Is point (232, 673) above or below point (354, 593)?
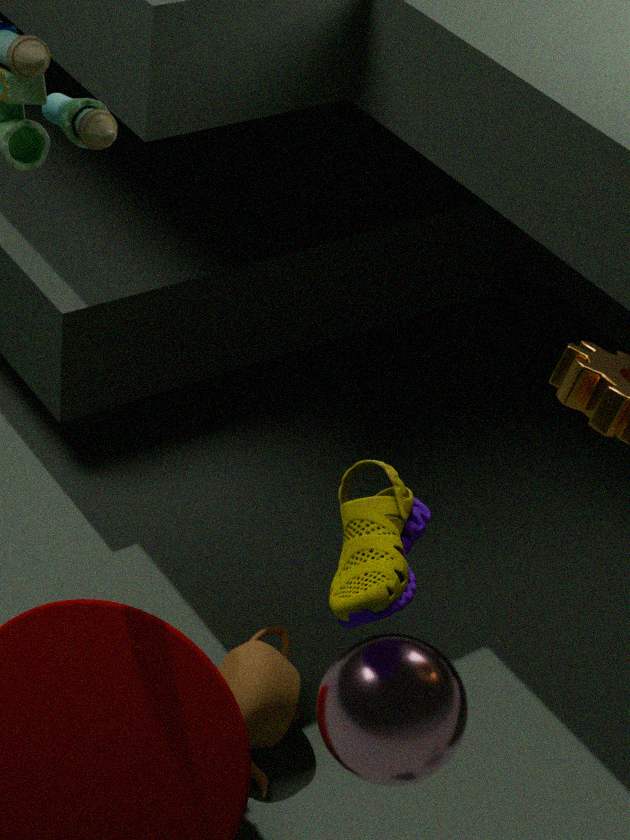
below
